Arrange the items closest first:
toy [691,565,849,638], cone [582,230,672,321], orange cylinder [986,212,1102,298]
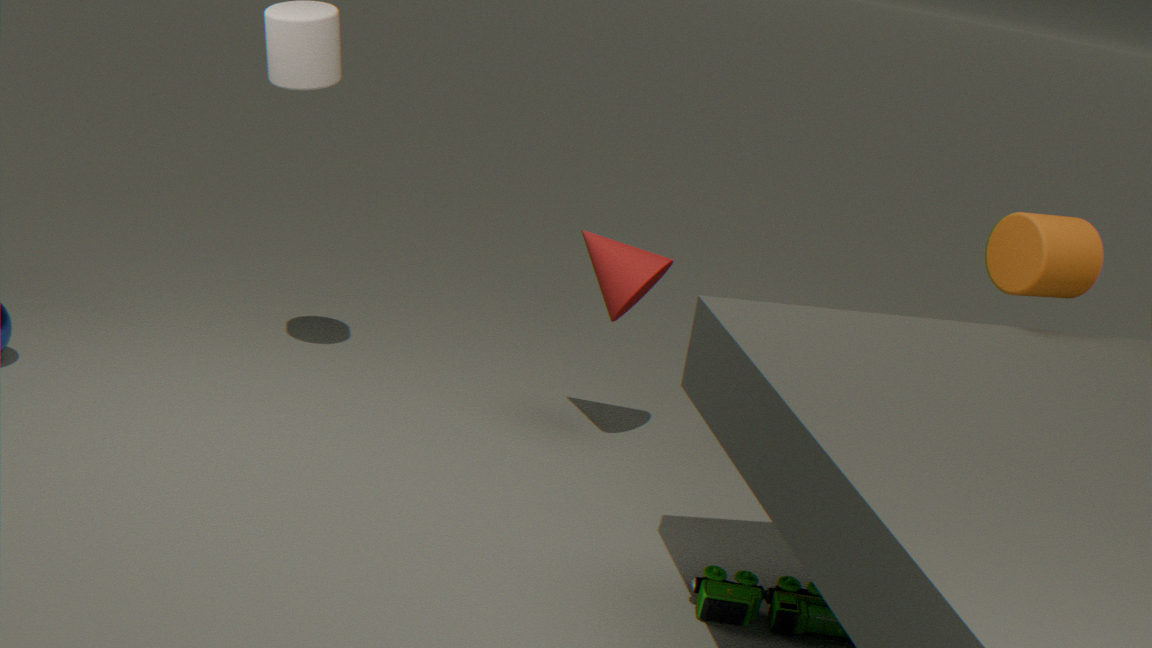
toy [691,565,849,638] < orange cylinder [986,212,1102,298] < cone [582,230,672,321]
